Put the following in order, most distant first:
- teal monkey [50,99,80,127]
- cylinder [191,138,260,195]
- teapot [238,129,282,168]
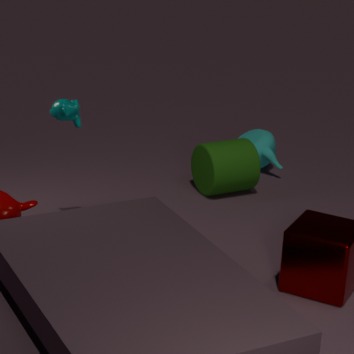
teapot [238,129,282,168] < cylinder [191,138,260,195] < teal monkey [50,99,80,127]
